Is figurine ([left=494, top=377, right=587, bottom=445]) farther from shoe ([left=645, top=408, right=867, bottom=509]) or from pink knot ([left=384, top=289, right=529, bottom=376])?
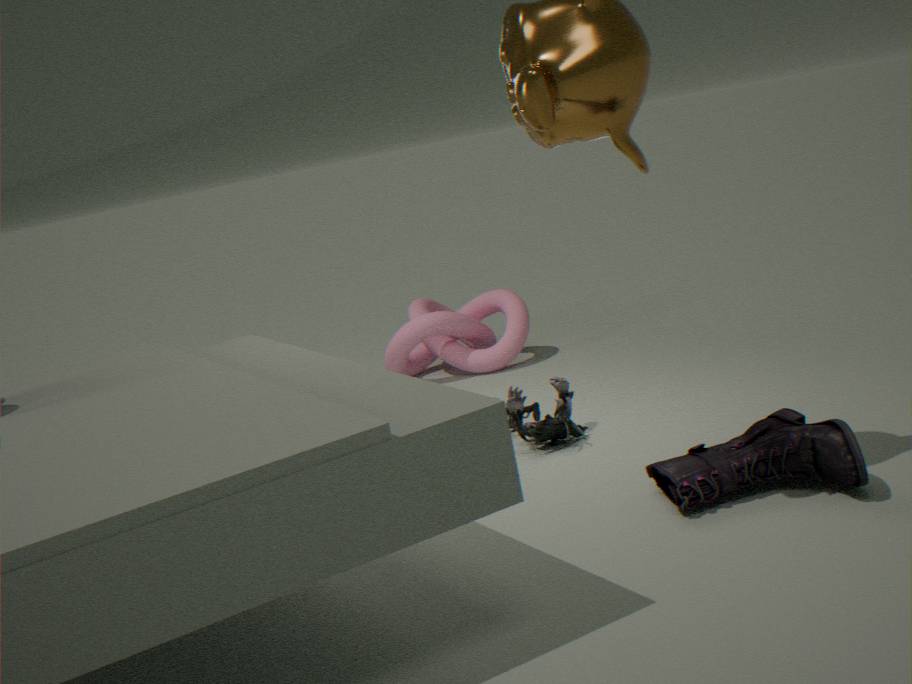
pink knot ([left=384, top=289, right=529, bottom=376])
